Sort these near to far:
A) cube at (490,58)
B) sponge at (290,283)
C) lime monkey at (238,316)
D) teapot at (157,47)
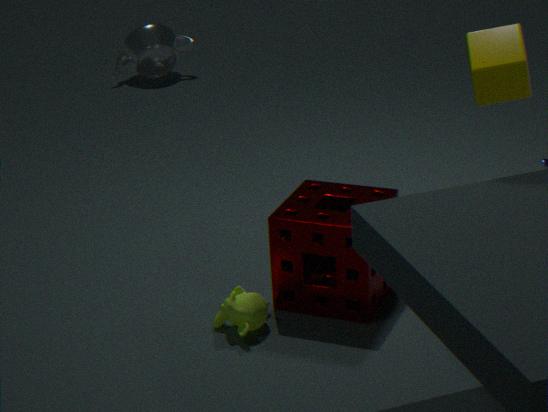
cube at (490,58) → lime monkey at (238,316) → sponge at (290,283) → teapot at (157,47)
